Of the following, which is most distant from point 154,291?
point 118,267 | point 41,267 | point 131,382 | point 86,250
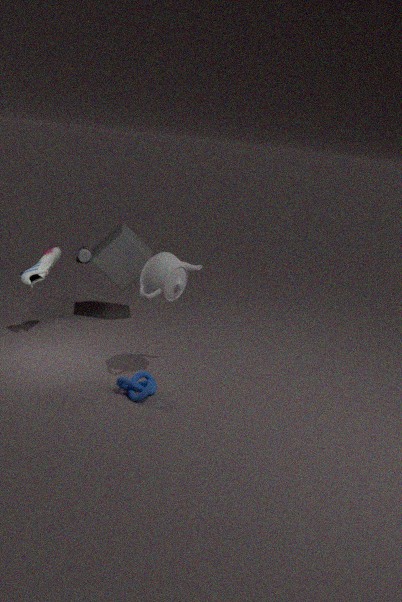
point 86,250
